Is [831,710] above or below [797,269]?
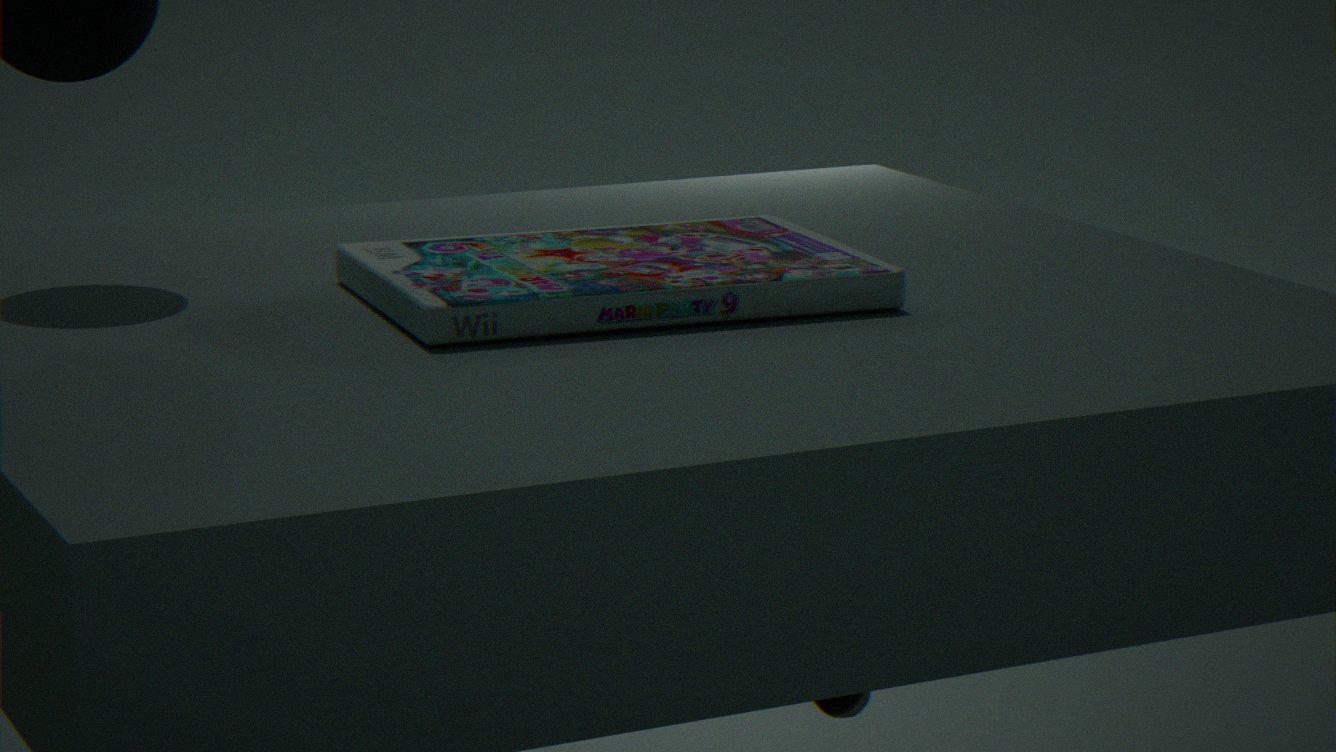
below
